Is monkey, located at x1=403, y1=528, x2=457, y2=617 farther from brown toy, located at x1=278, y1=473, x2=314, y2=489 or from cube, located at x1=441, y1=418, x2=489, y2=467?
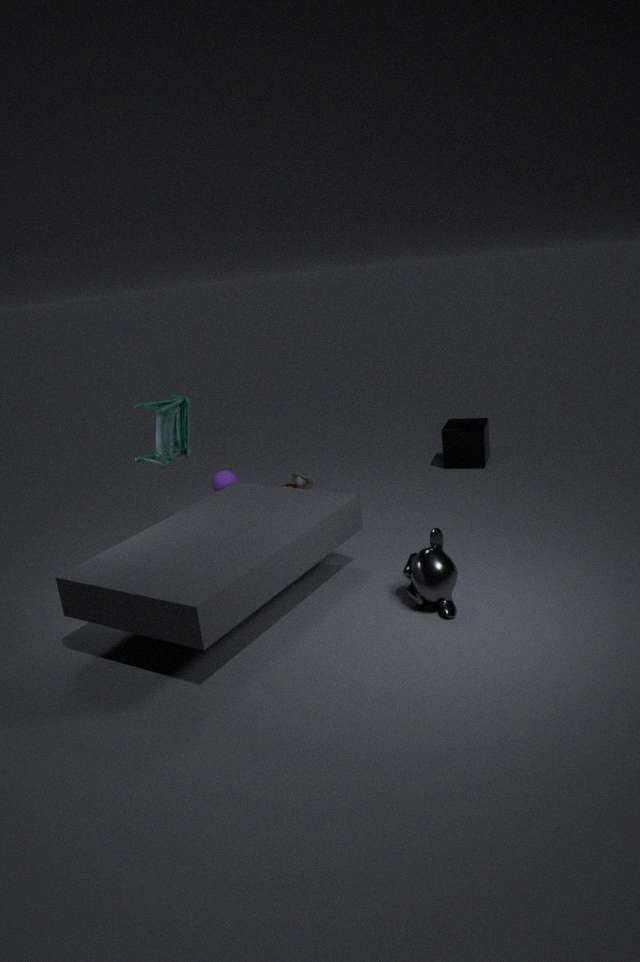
cube, located at x1=441, y1=418, x2=489, y2=467
